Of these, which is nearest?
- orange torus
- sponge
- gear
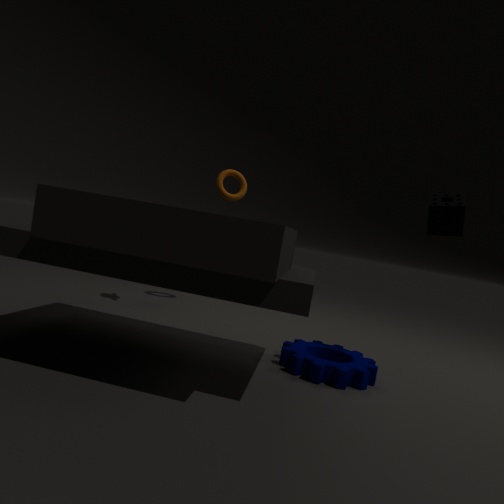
gear
